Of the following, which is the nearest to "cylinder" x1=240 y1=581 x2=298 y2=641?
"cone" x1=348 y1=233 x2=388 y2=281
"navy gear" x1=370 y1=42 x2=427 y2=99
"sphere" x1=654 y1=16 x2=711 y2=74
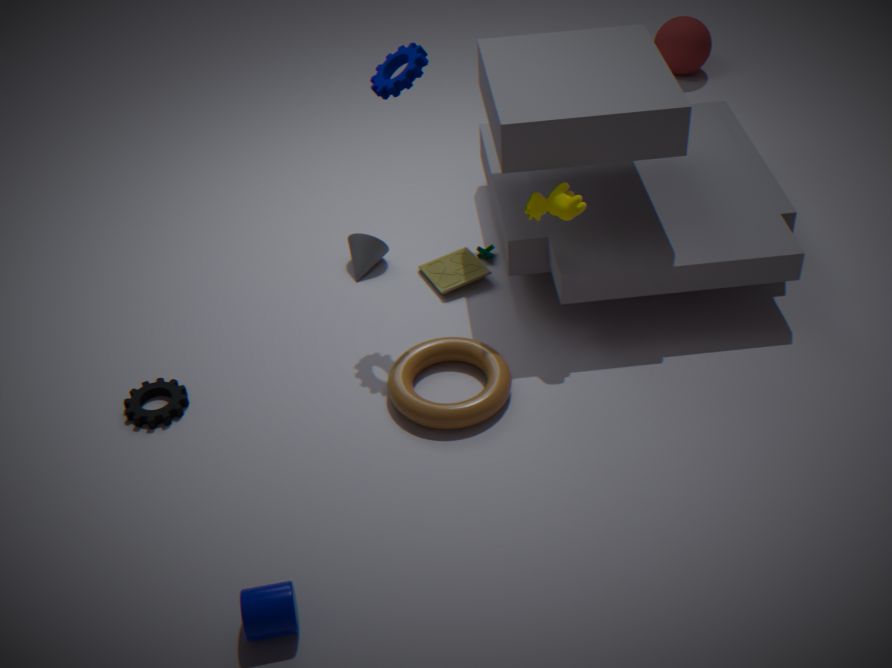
"cone" x1=348 y1=233 x2=388 y2=281
